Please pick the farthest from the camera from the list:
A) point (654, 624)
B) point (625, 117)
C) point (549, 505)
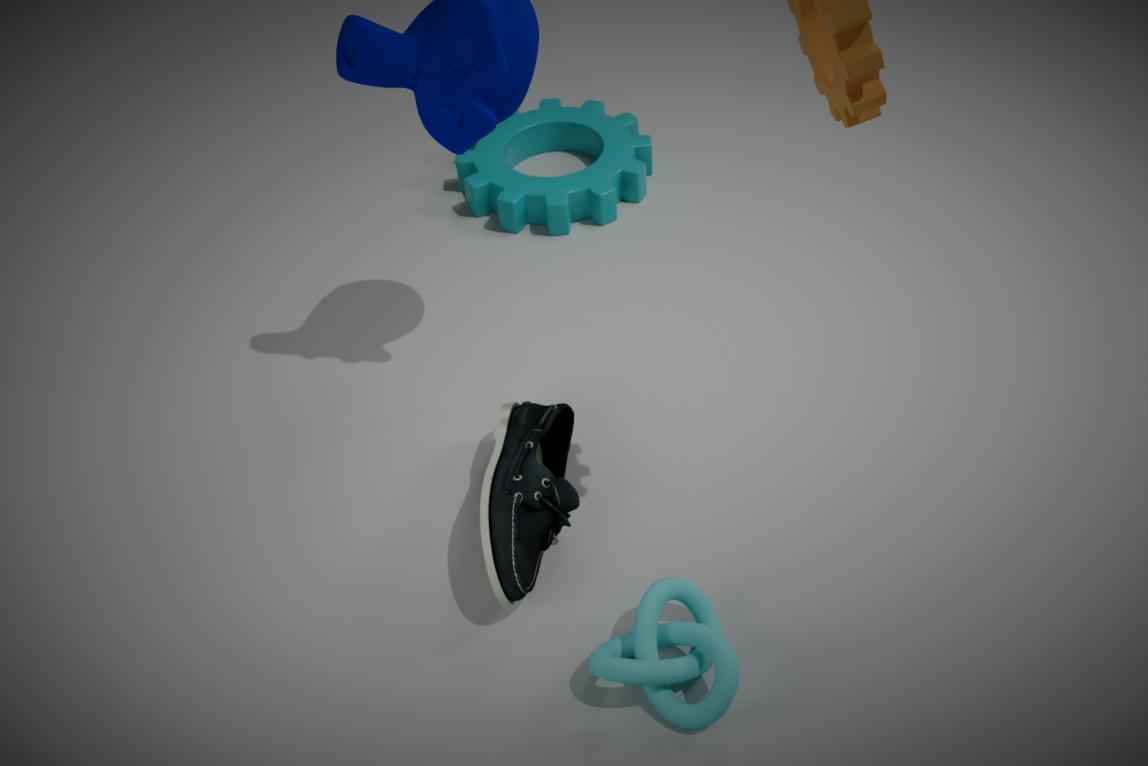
point (625, 117)
